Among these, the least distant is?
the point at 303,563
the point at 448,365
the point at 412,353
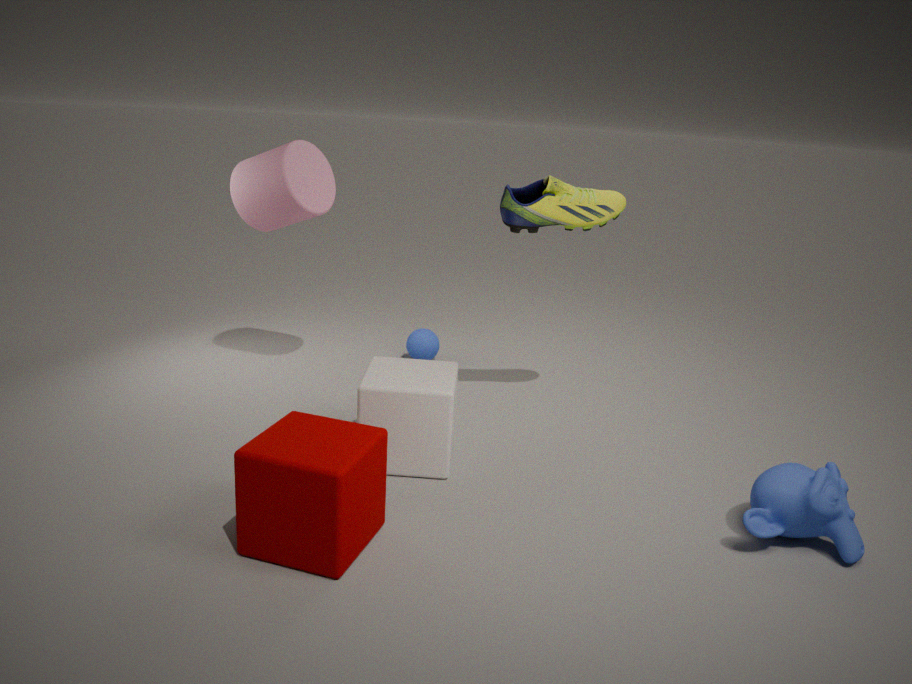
the point at 303,563
